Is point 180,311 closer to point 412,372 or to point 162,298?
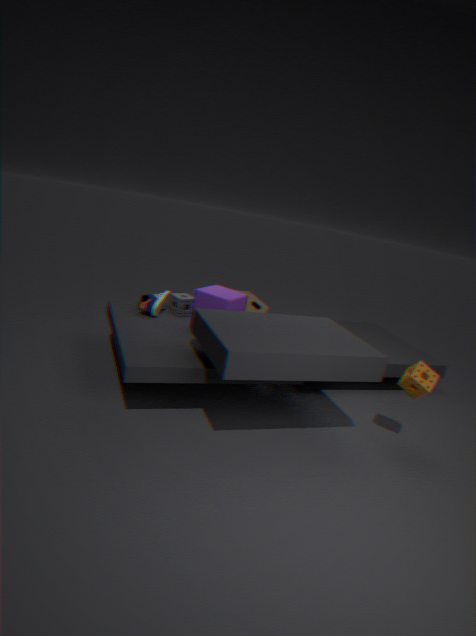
point 162,298
